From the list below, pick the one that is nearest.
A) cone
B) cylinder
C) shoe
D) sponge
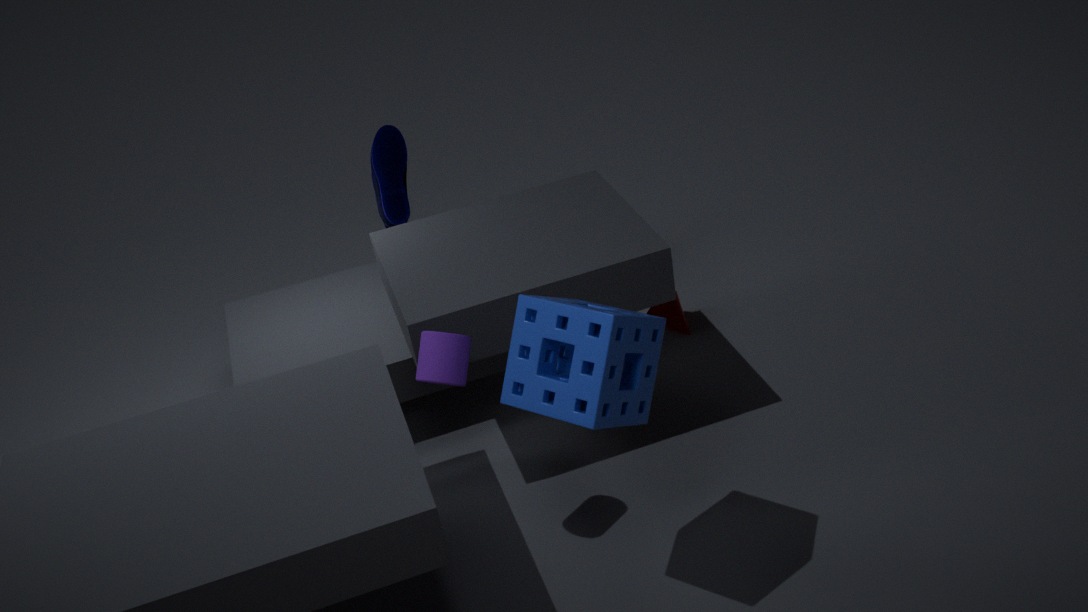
sponge
